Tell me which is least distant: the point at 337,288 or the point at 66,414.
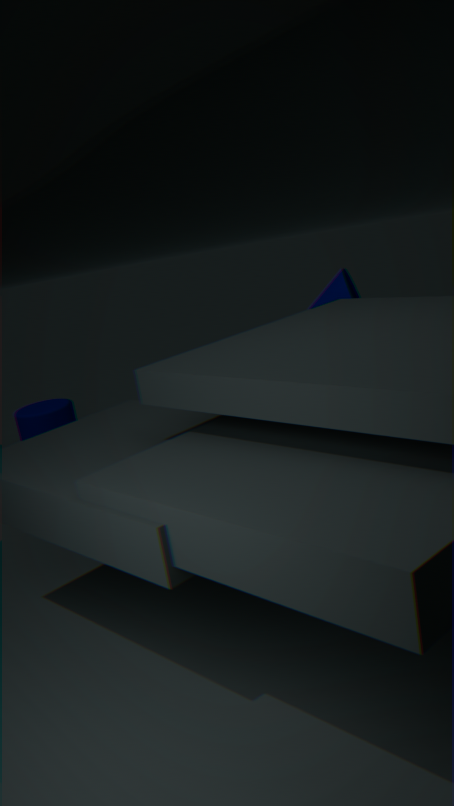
the point at 337,288
